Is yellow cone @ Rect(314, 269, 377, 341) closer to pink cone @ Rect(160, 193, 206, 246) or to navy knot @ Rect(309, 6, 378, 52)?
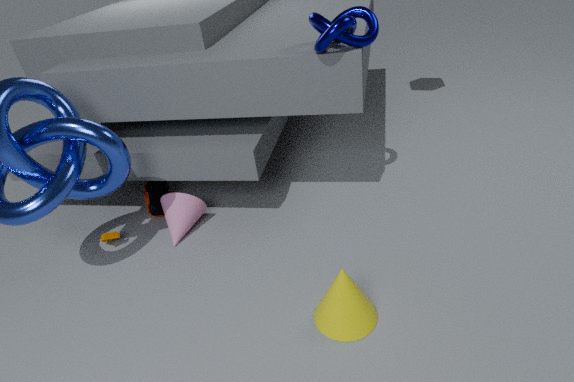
pink cone @ Rect(160, 193, 206, 246)
